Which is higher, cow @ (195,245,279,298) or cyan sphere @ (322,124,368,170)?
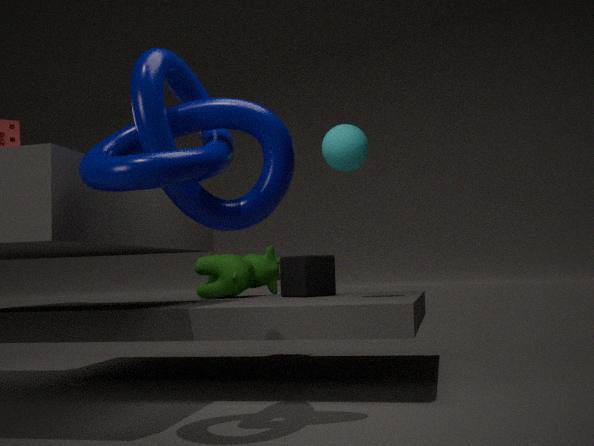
cyan sphere @ (322,124,368,170)
